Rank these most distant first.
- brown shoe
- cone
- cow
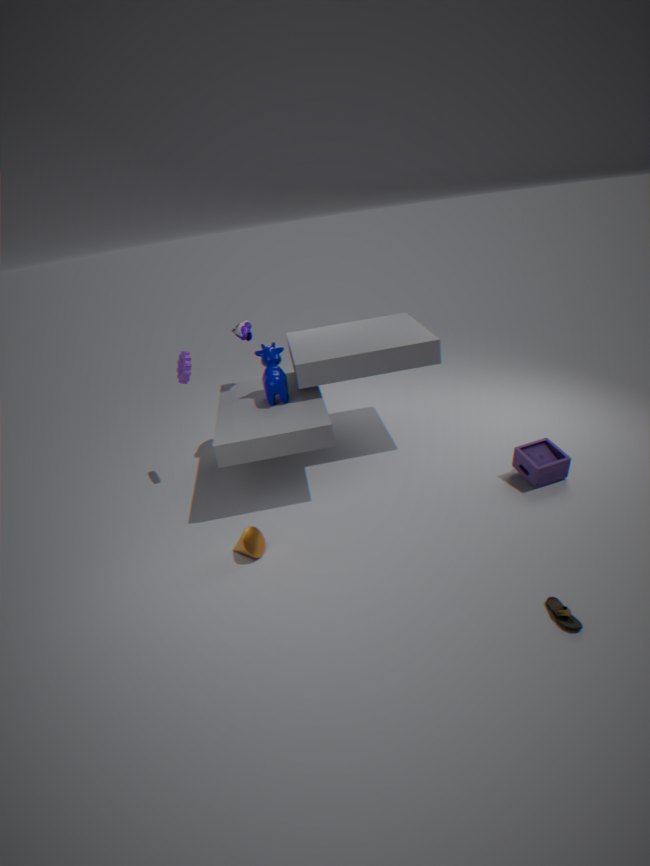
1. cow
2. cone
3. brown shoe
